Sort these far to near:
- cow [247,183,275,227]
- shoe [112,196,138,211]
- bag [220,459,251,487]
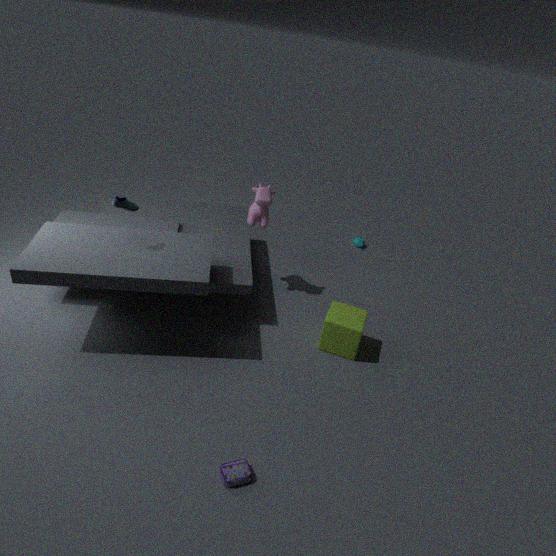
cow [247,183,275,227] < shoe [112,196,138,211] < bag [220,459,251,487]
